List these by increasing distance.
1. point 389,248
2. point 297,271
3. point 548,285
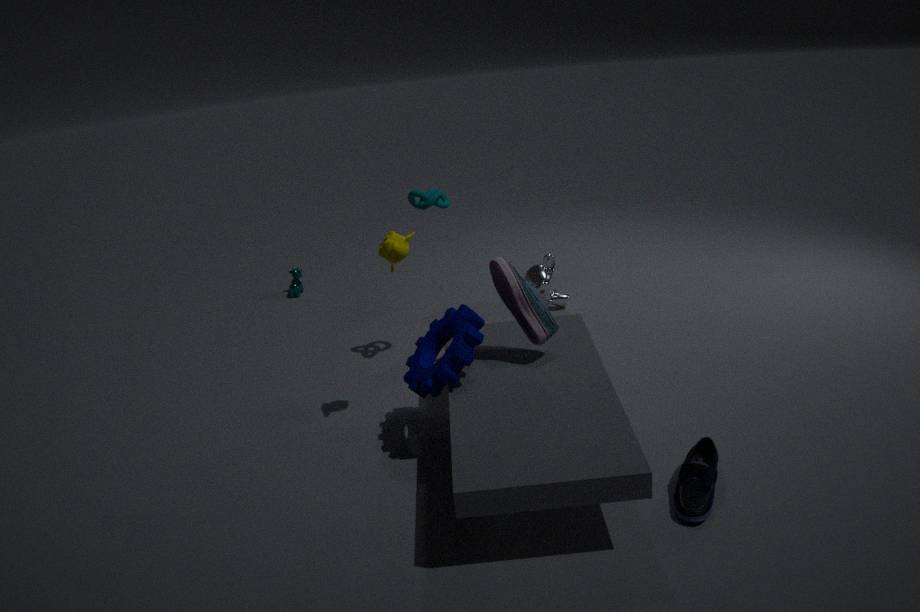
point 389,248 → point 548,285 → point 297,271
